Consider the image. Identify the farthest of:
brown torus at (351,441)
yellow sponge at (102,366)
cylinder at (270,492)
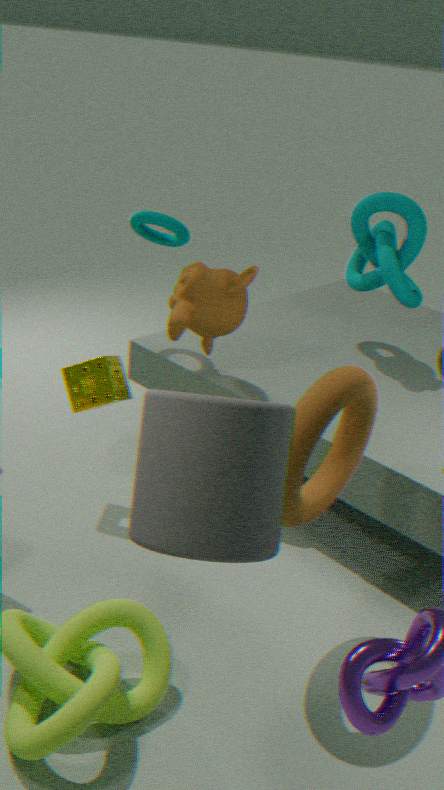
yellow sponge at (102,366)
